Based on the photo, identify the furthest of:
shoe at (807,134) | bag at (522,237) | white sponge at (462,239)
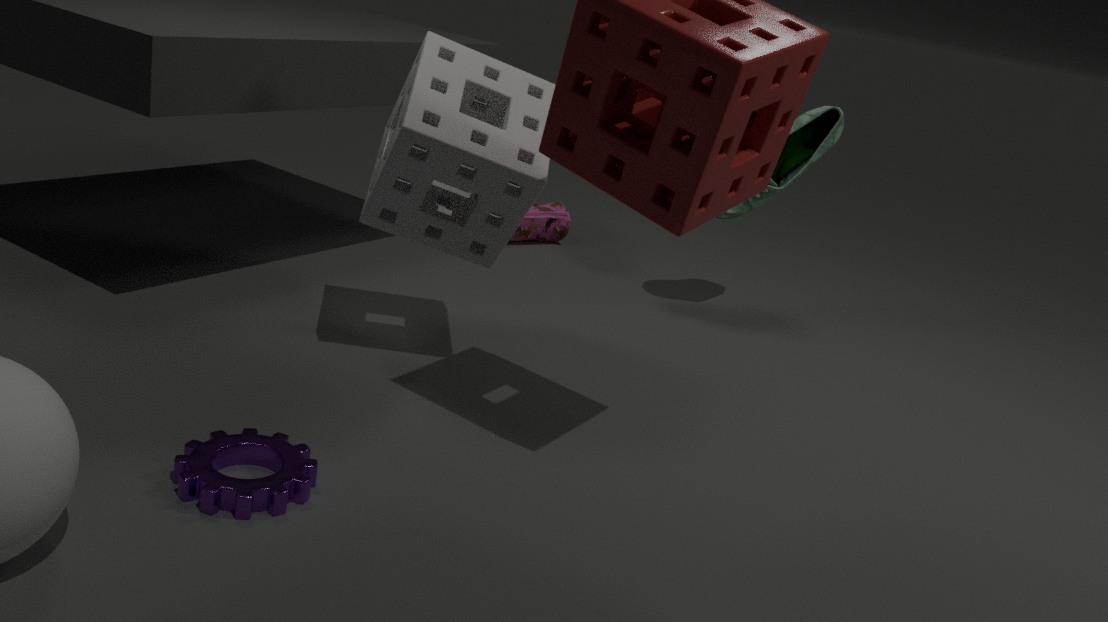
bag at (522,237)
